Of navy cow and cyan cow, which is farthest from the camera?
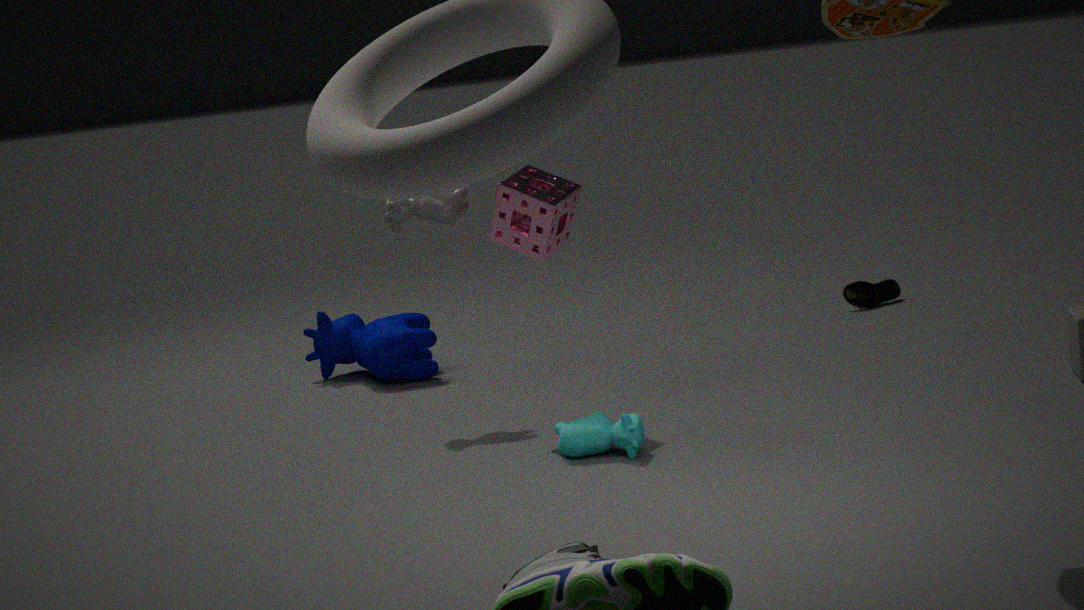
navy cow
